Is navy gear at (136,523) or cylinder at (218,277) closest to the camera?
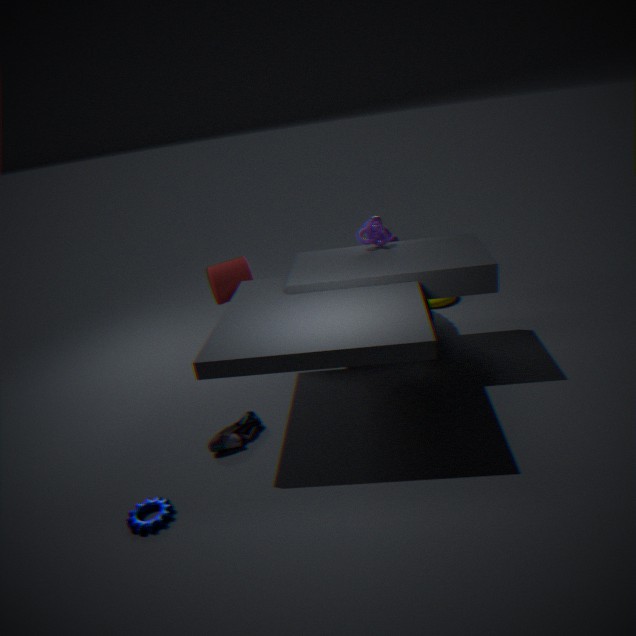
navy gear at (136,523)
